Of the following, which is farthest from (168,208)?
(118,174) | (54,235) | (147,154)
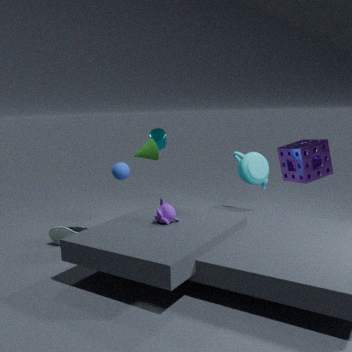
(54,235)
